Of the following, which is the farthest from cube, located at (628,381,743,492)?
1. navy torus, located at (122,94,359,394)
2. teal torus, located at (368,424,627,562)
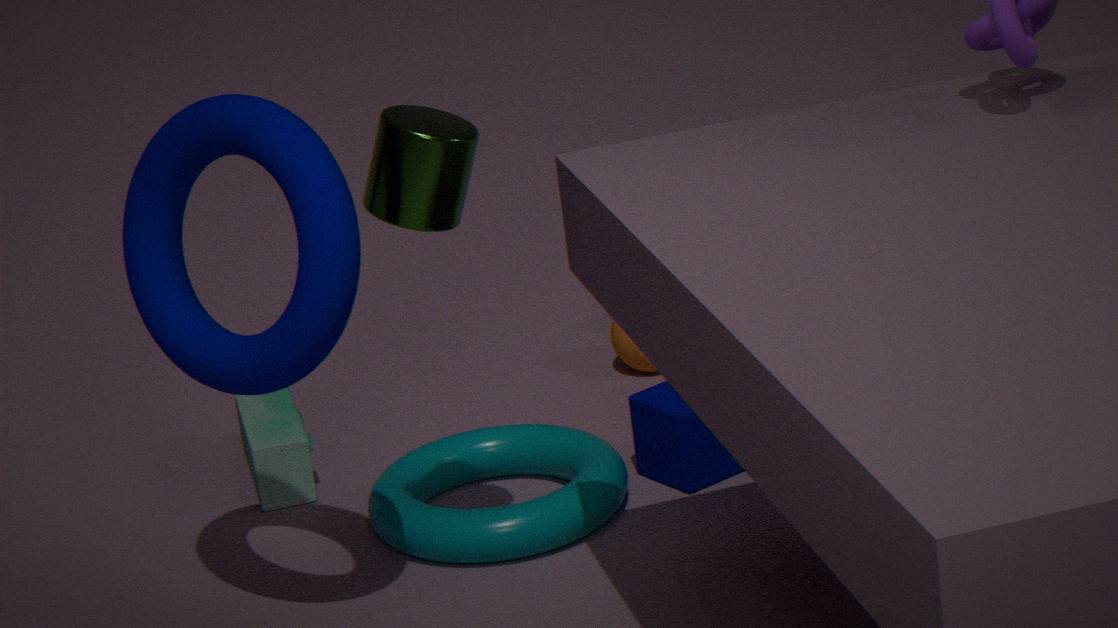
navy torus, located at (122,94,359,394)
